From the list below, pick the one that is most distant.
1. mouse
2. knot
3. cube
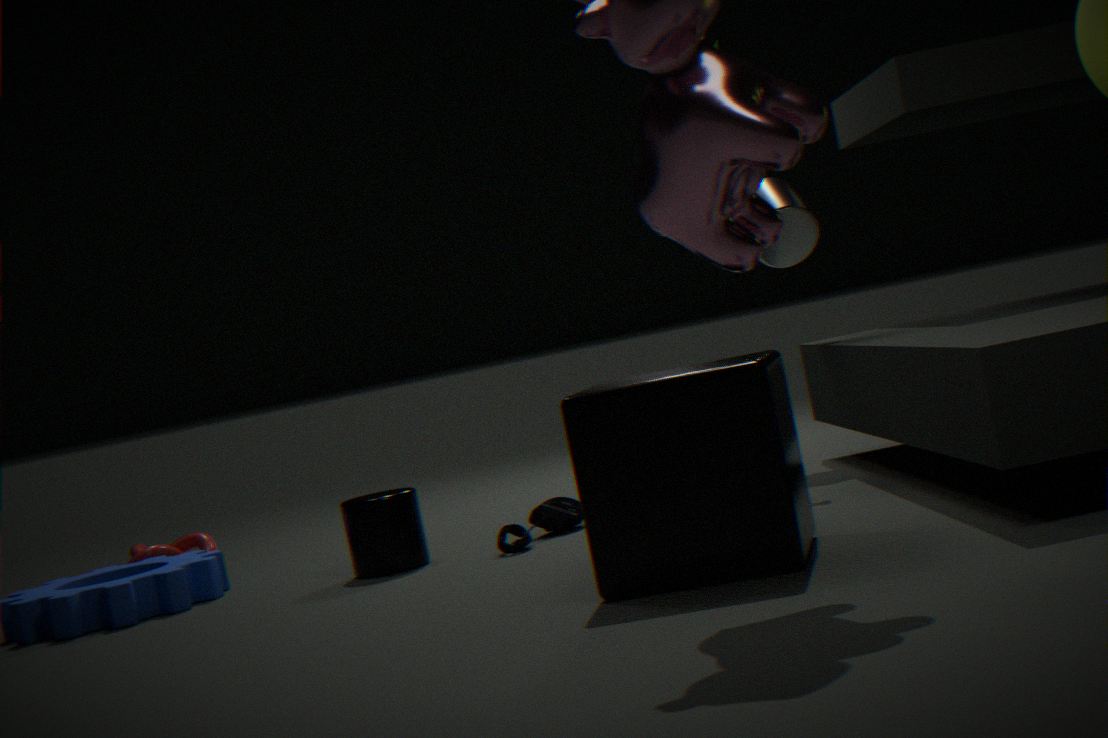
knot
